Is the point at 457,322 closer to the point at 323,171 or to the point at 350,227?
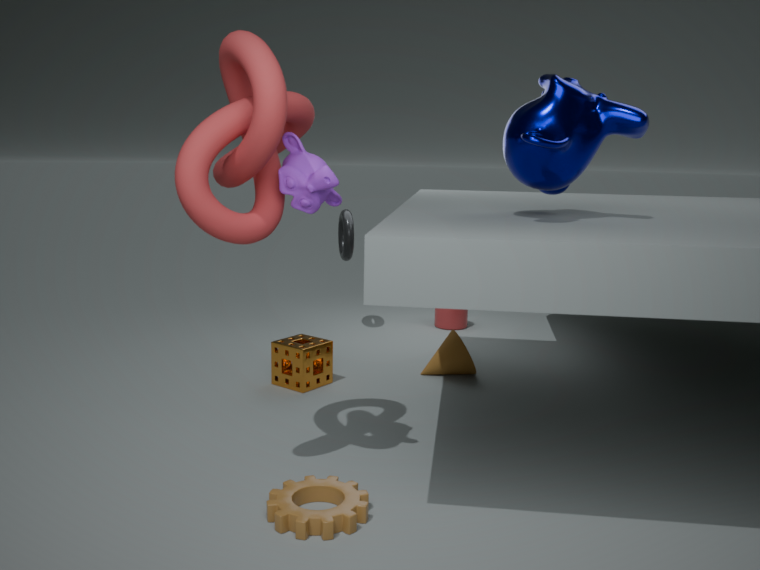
the point at 350,227
